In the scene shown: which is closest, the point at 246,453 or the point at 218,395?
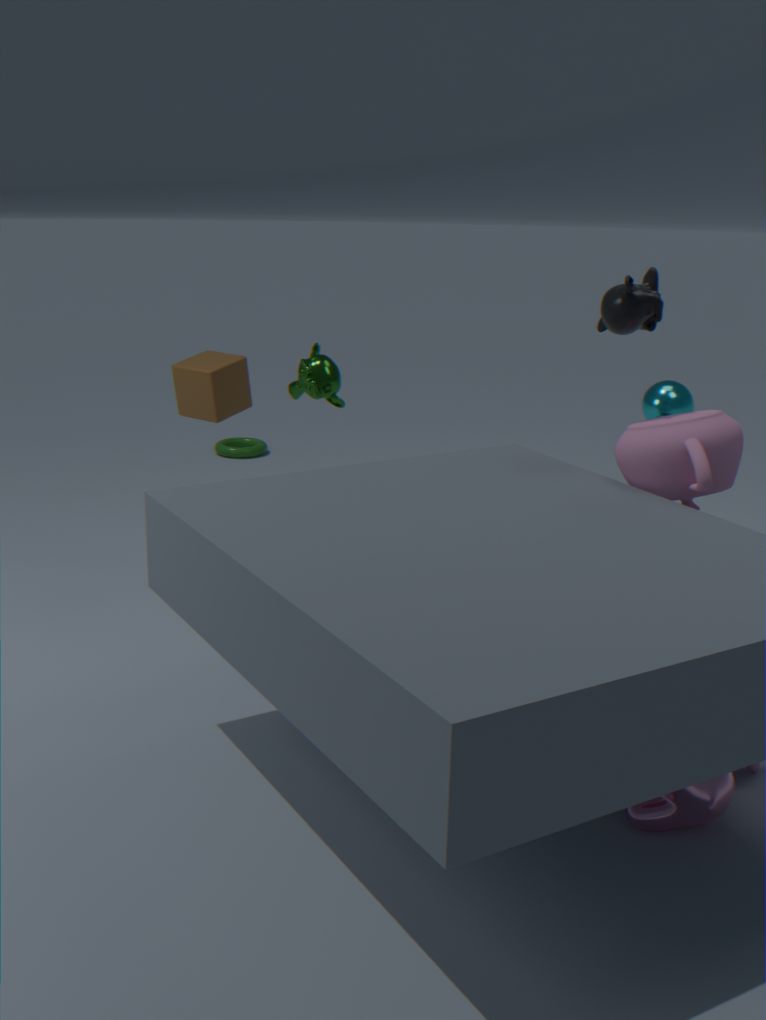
the point at 218,395
